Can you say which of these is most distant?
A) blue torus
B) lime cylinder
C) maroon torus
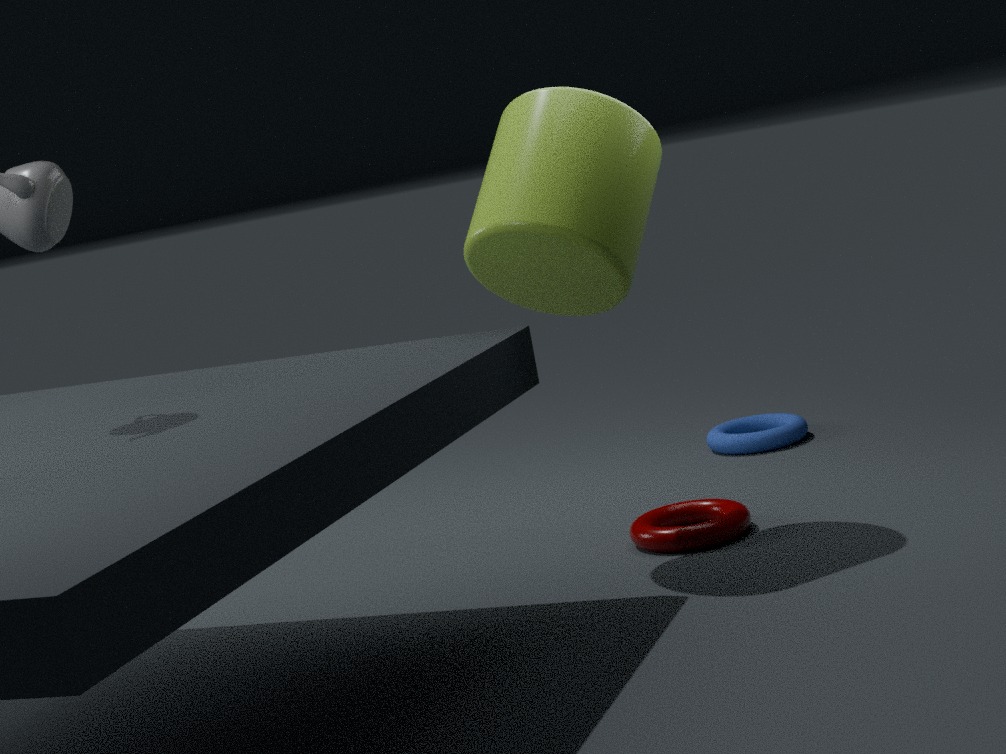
blue torus
